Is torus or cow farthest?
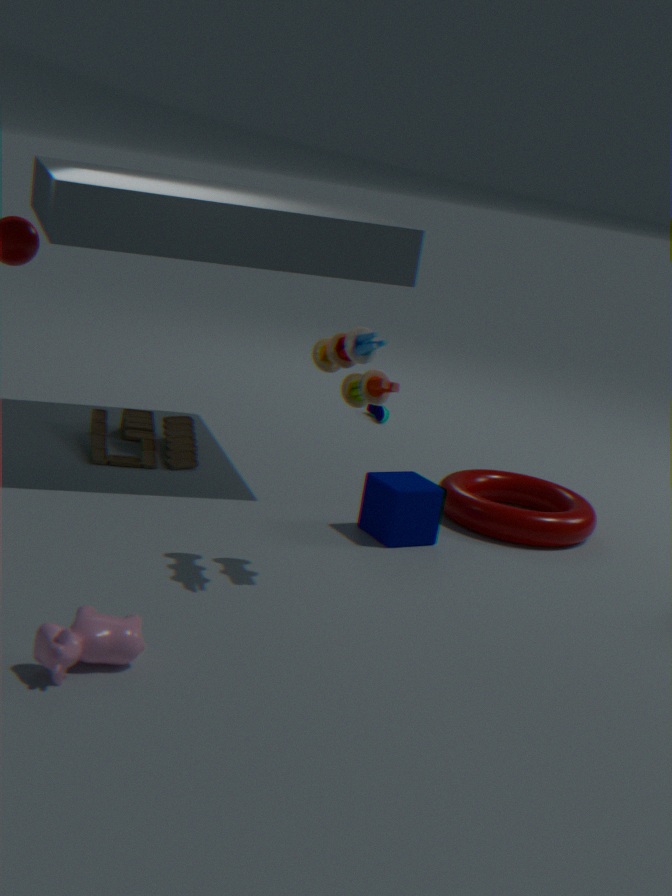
torus
